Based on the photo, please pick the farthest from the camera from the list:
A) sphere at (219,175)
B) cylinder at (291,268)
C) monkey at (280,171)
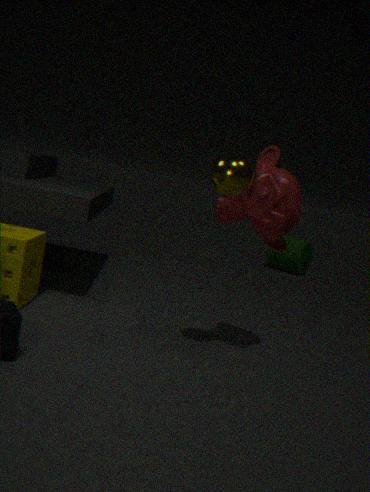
cylinder at (291,268)
